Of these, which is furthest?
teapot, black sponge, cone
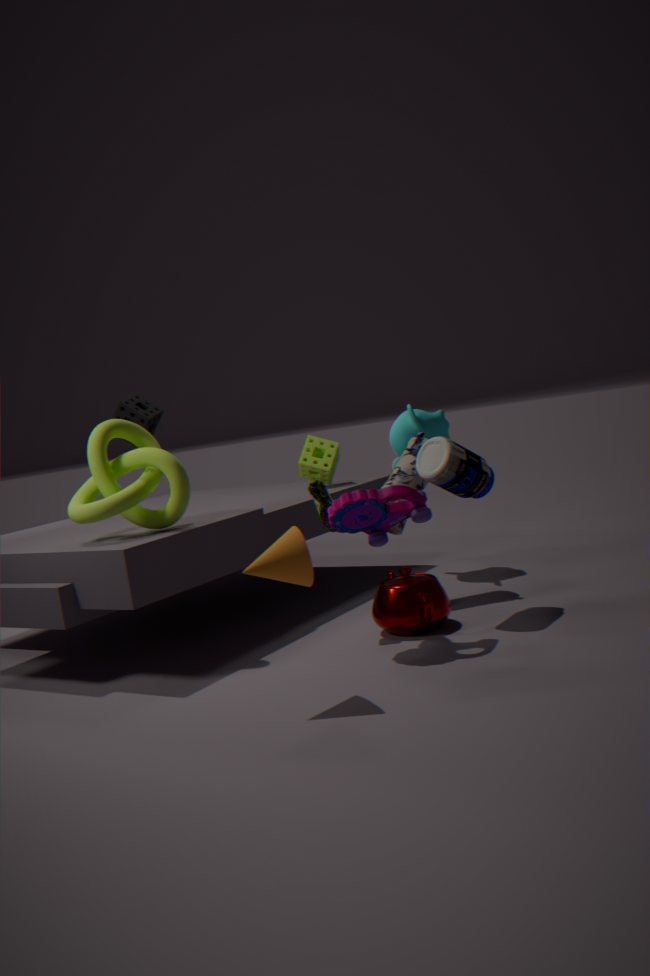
black sponge
